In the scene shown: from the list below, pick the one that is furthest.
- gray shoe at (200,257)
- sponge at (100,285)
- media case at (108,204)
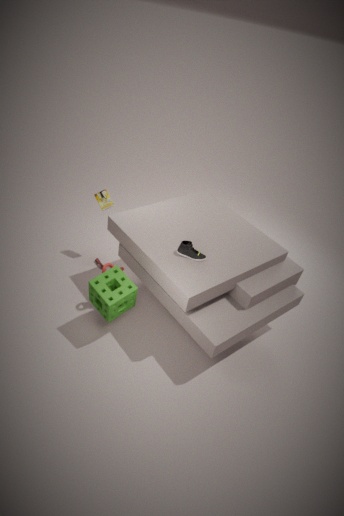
media case at (108,204)
